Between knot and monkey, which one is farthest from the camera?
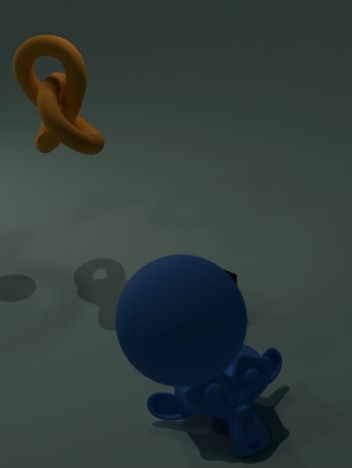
knot
